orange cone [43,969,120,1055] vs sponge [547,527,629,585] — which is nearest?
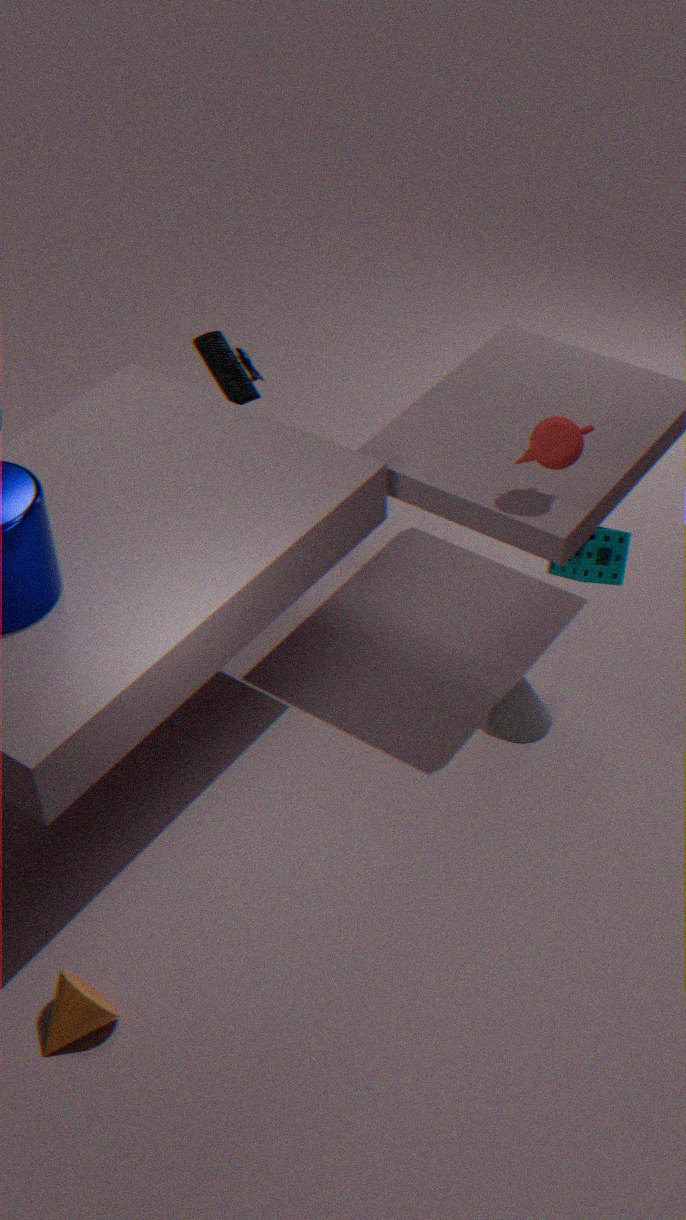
orange cone [43,969,120,1055]
